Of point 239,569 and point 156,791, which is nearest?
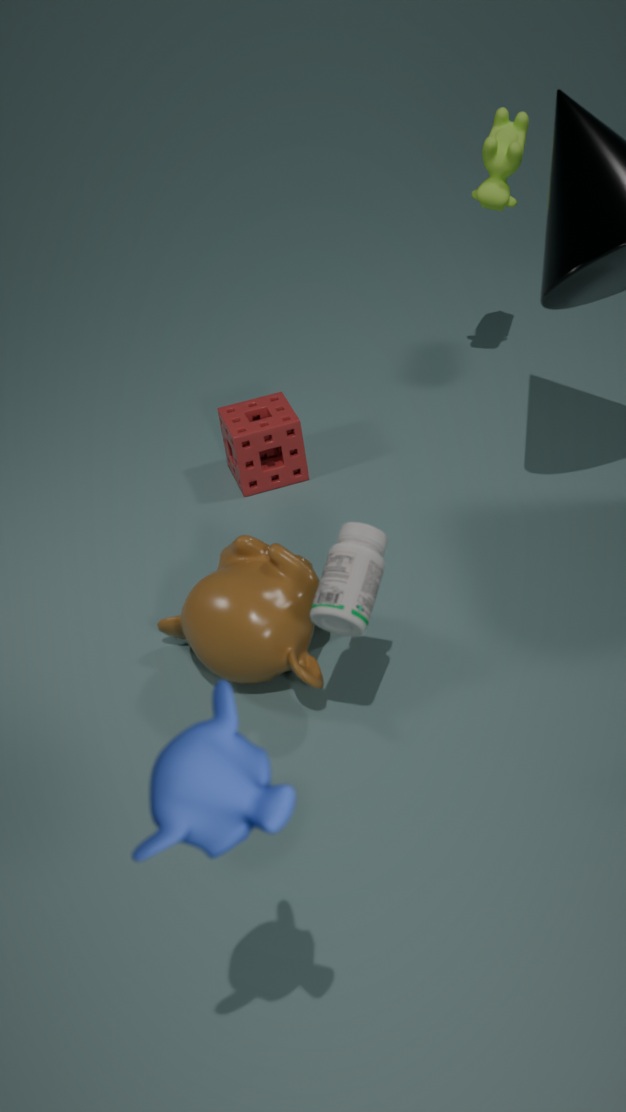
point 156,791
